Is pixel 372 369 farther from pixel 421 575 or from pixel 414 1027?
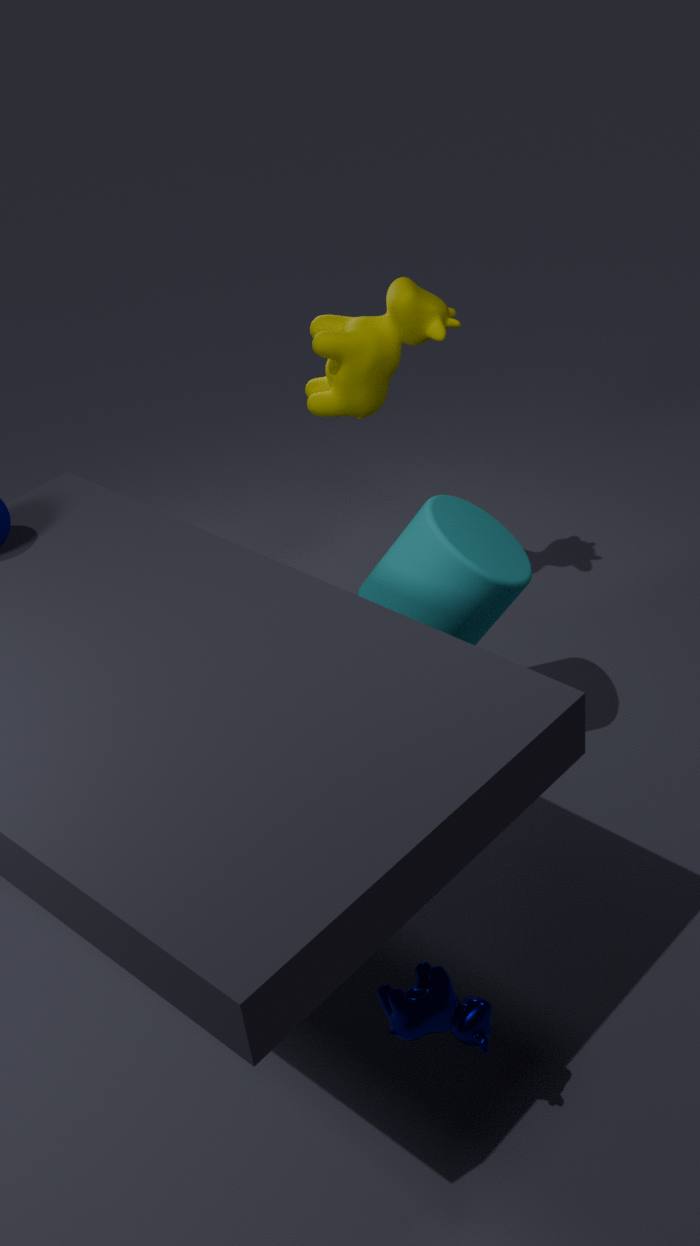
pixel 414 1027
